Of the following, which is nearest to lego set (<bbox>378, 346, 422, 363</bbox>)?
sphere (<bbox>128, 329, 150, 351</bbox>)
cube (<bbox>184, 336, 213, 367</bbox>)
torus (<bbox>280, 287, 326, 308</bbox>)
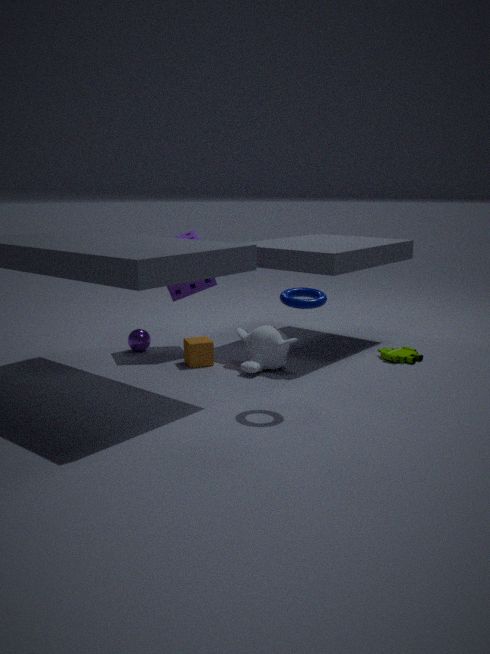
torus (<bbox>280, 287, 326, 308</bbox>)
